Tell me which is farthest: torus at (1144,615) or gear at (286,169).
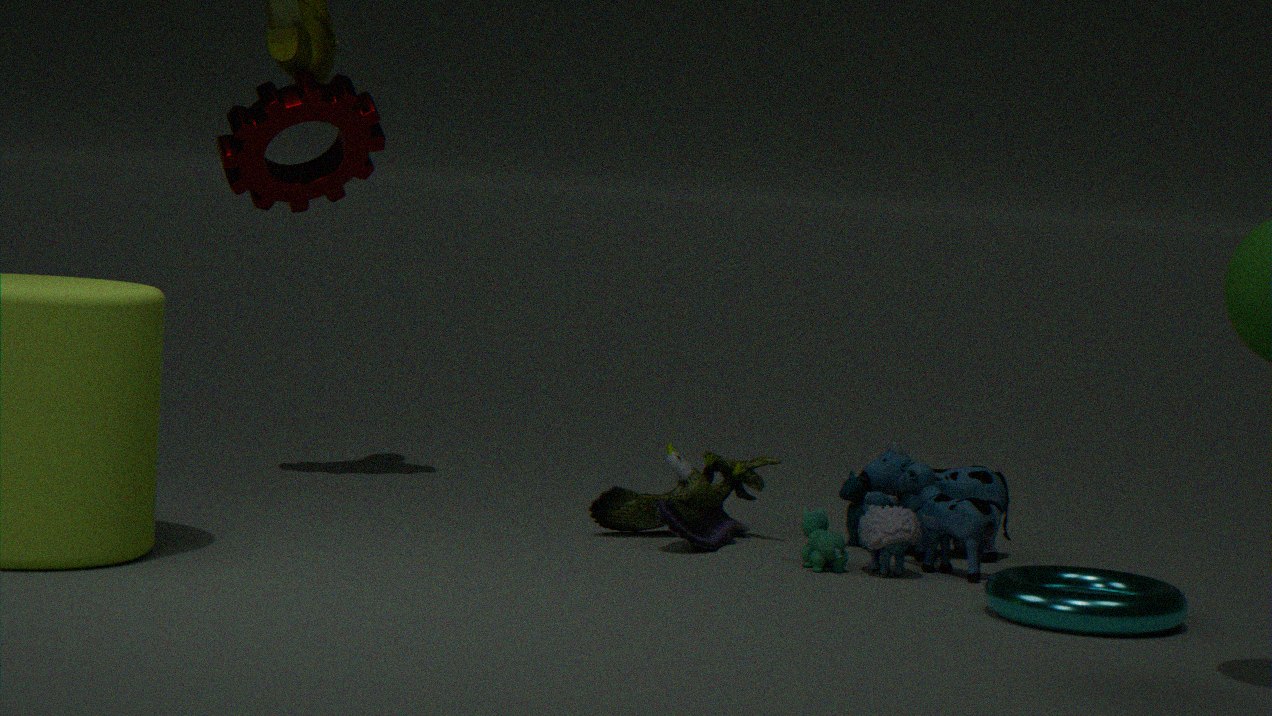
gear at (286,169)
